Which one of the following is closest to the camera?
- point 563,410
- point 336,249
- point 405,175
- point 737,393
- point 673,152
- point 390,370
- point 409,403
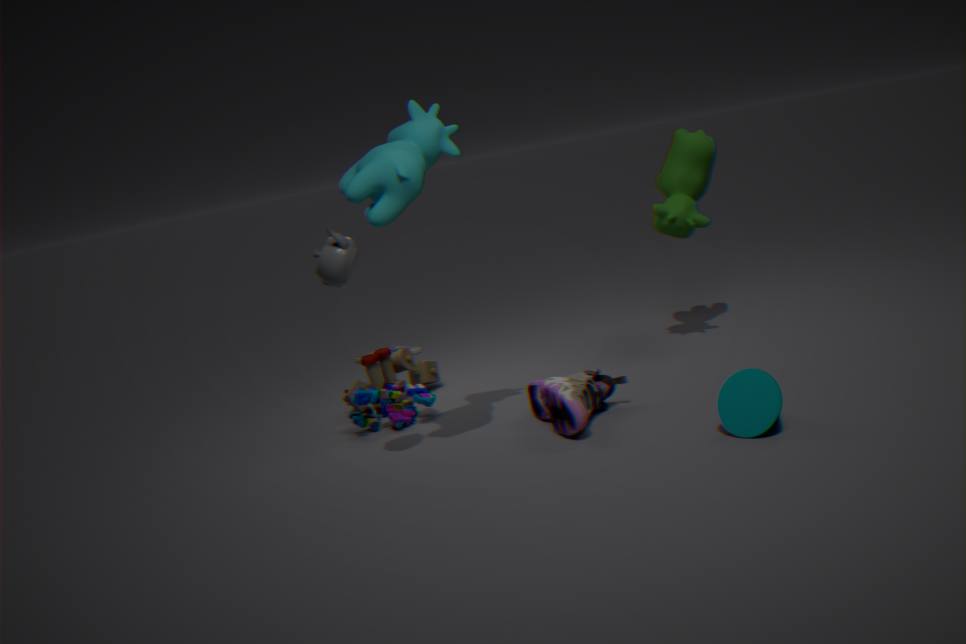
point 405,175
